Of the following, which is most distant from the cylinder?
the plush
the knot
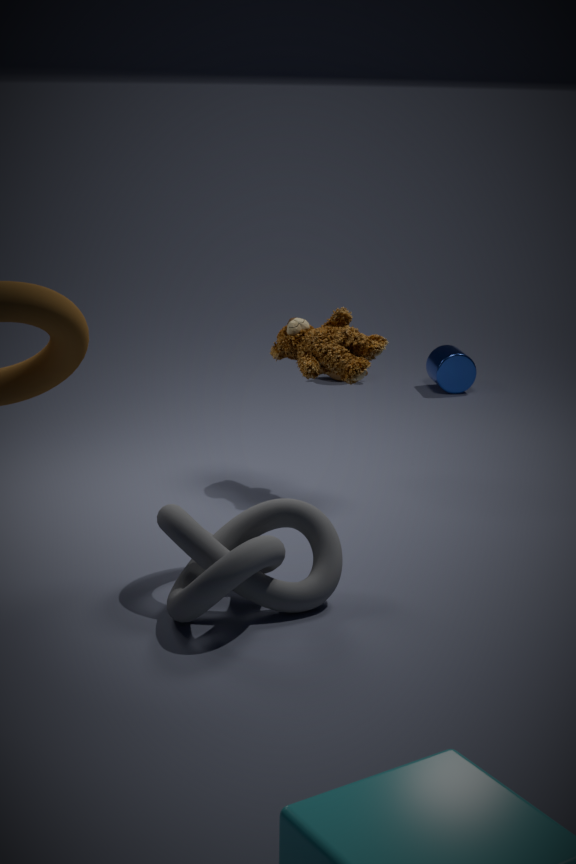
the knot
